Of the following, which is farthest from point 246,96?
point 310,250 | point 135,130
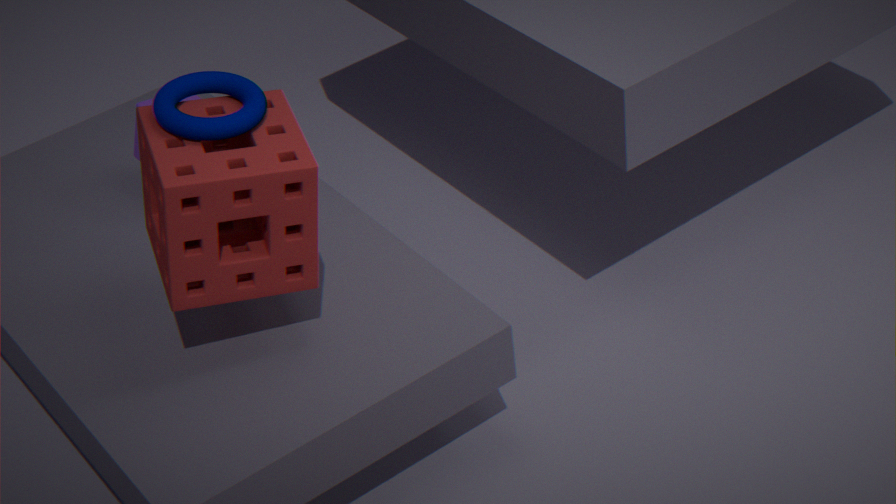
point 135,130
